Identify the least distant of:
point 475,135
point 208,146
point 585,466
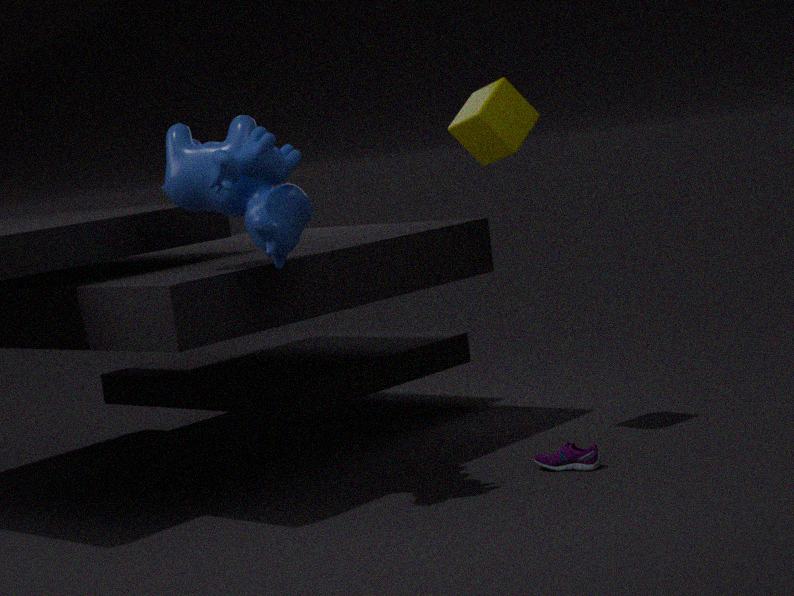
point 208,146
